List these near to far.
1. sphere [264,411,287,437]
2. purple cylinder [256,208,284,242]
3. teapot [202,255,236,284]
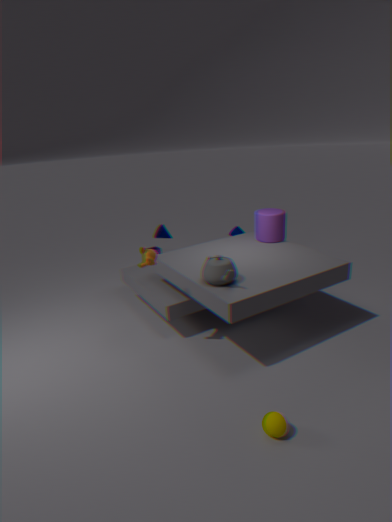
1. sphere [264,411,287,437]
2. teapot [202,255,236,284]
3. purple cylinder [256,208,284,242]
